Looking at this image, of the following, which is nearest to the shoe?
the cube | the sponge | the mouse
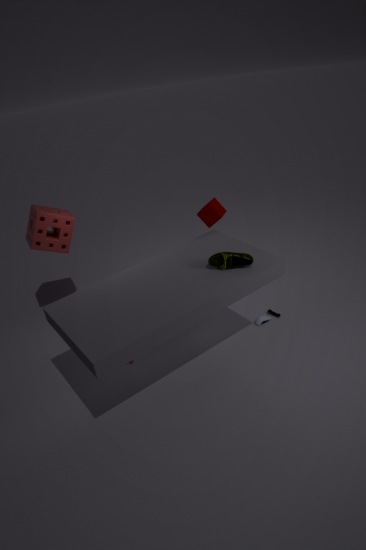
the cube
